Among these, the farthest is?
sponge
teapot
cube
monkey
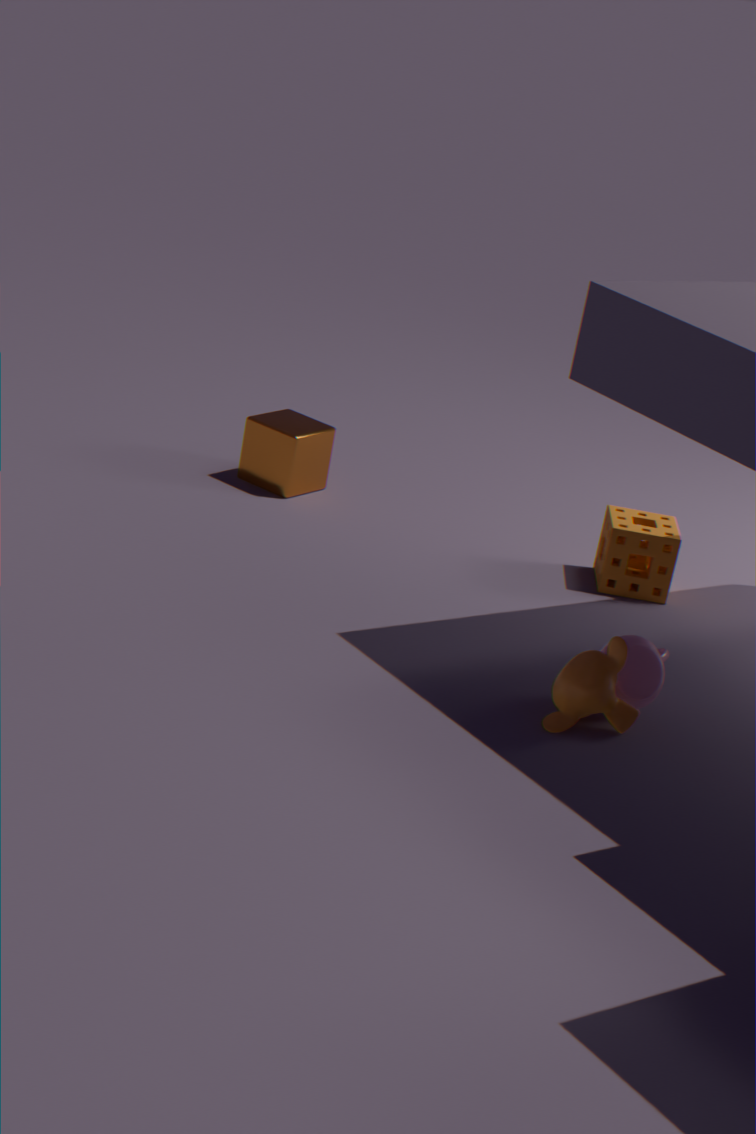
cube
